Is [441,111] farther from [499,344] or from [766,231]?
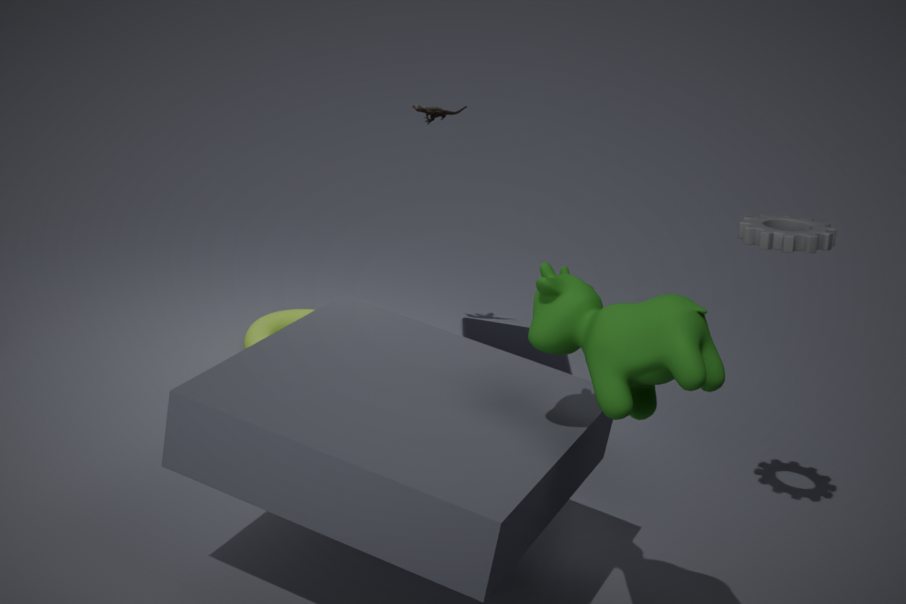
[766,231]
